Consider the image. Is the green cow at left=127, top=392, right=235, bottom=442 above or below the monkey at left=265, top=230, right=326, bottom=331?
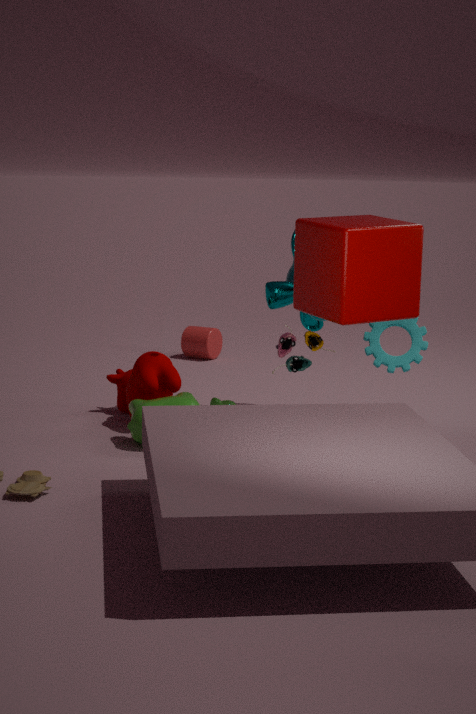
below
